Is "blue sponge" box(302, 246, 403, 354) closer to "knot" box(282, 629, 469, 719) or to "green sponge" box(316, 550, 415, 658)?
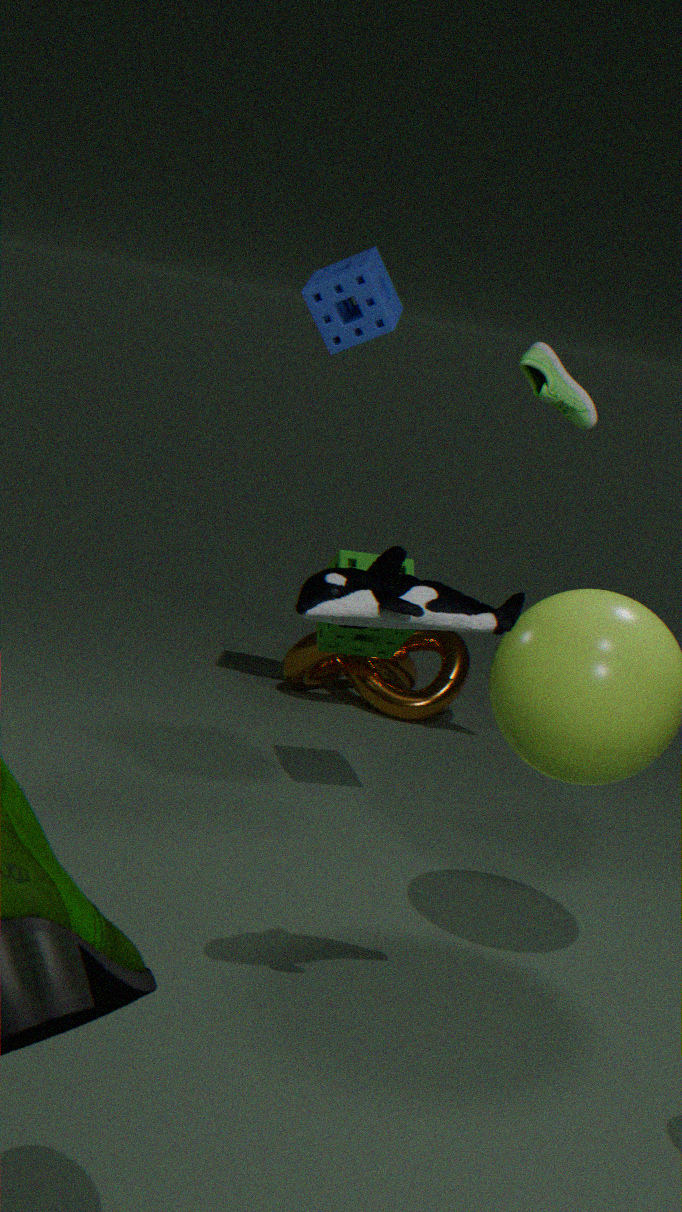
"green sponge" box(316, 550, 415, 658)
